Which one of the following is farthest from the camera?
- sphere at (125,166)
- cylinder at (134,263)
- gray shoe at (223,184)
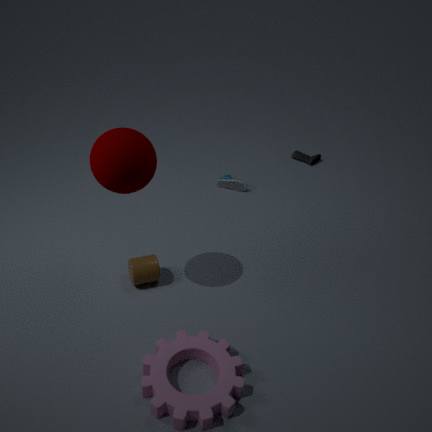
gray shoe at (223,184)
